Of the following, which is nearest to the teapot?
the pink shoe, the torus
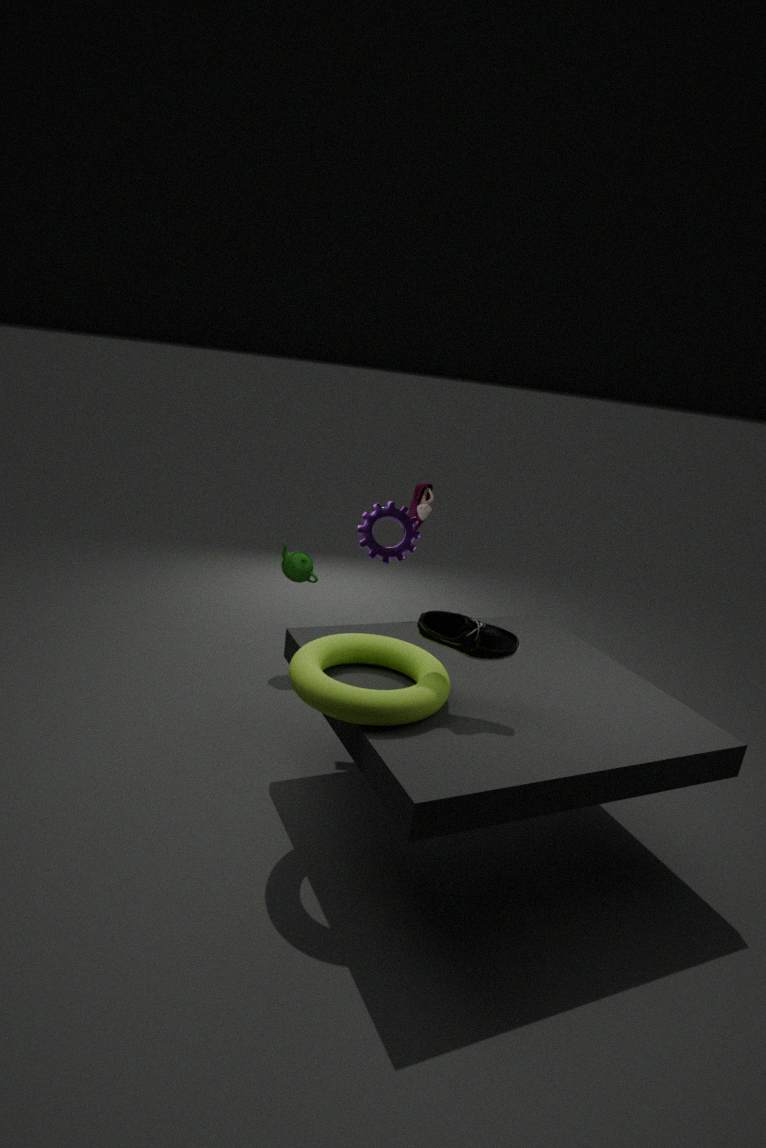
the pink shoe
